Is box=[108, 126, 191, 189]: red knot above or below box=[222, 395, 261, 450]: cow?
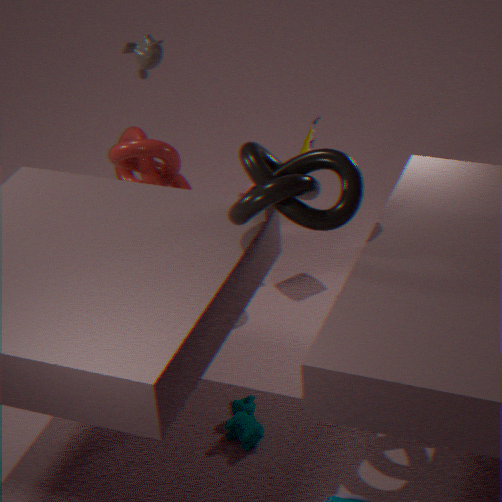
above
